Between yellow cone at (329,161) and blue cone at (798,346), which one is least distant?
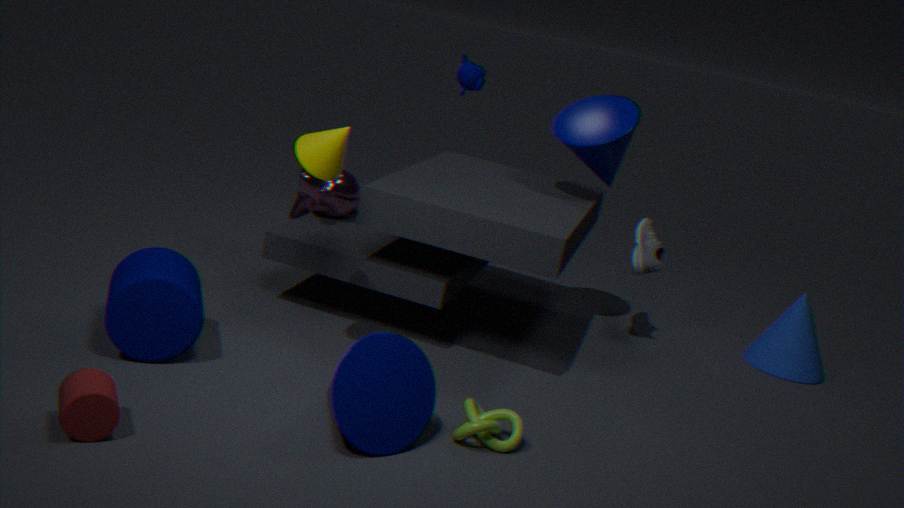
yellow cone at (329,161)
